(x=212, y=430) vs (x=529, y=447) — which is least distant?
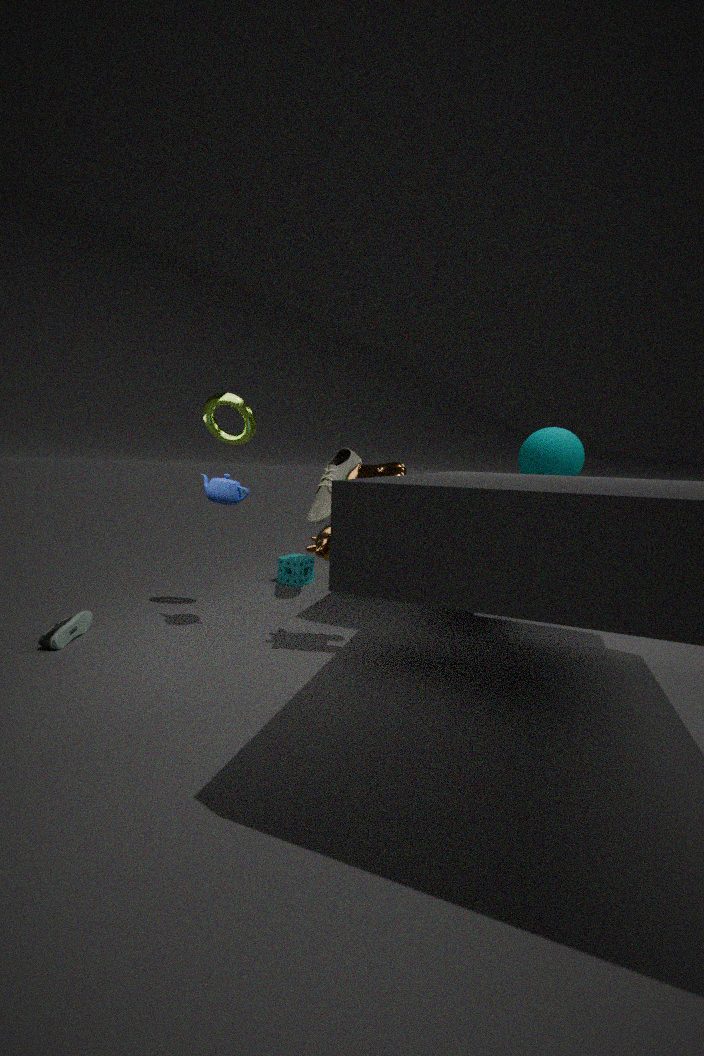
(x=212, y=430)
